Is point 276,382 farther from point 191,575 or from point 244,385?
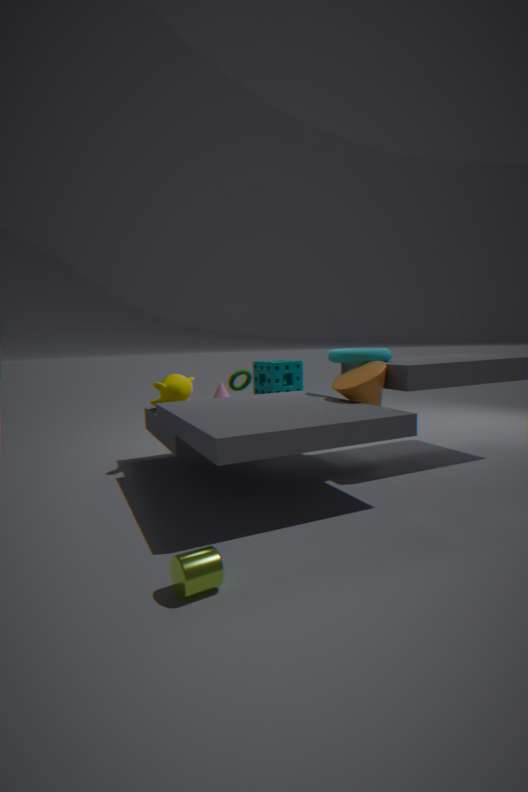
point 191,575
